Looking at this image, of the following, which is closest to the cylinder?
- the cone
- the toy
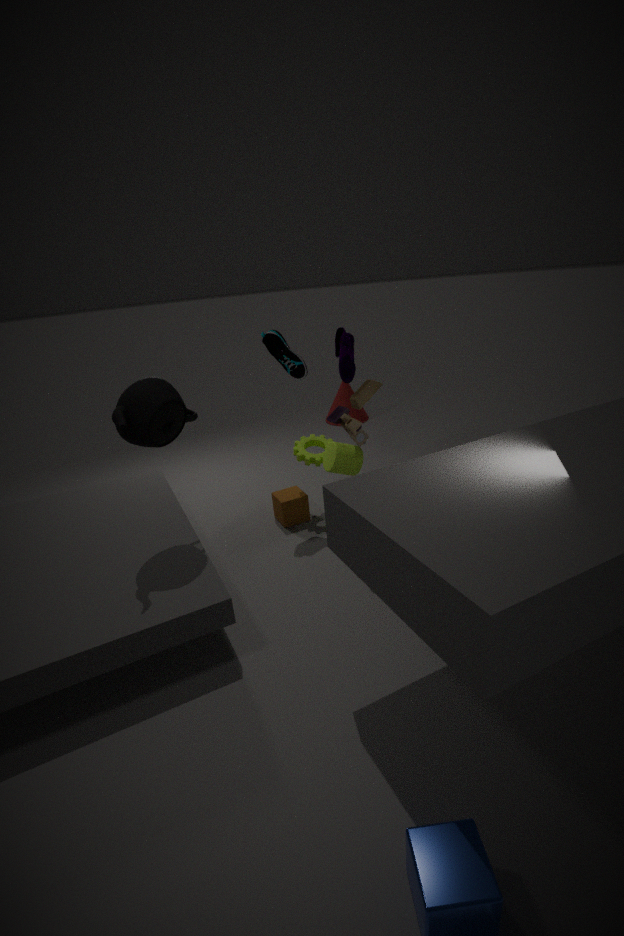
the toy
